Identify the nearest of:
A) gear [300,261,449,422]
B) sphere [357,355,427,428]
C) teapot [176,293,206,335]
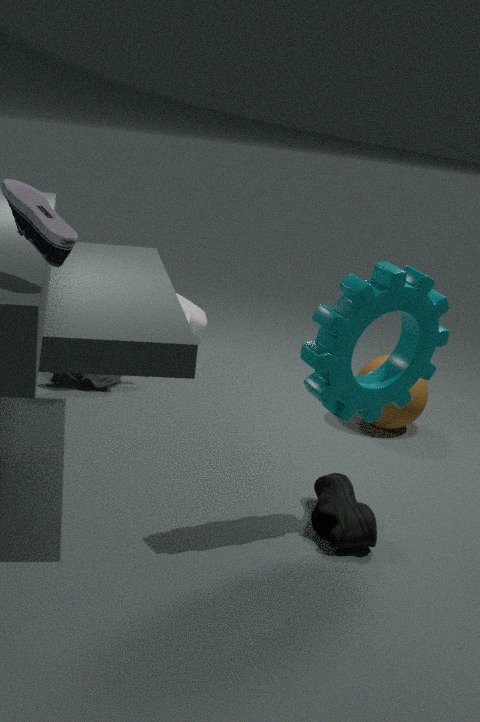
gear [300,261,449,422]
